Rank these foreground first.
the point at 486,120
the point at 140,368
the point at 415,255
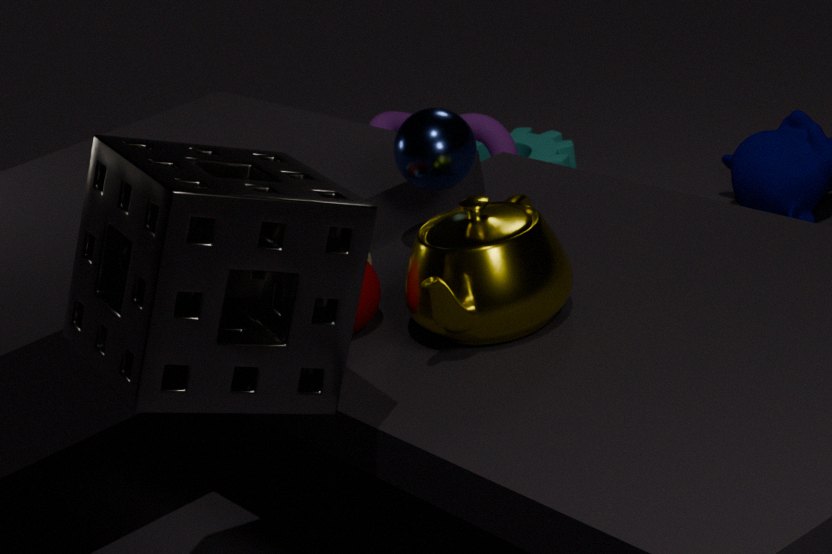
the point at 140,368 → the point at 415,255 → the point at 486,120
